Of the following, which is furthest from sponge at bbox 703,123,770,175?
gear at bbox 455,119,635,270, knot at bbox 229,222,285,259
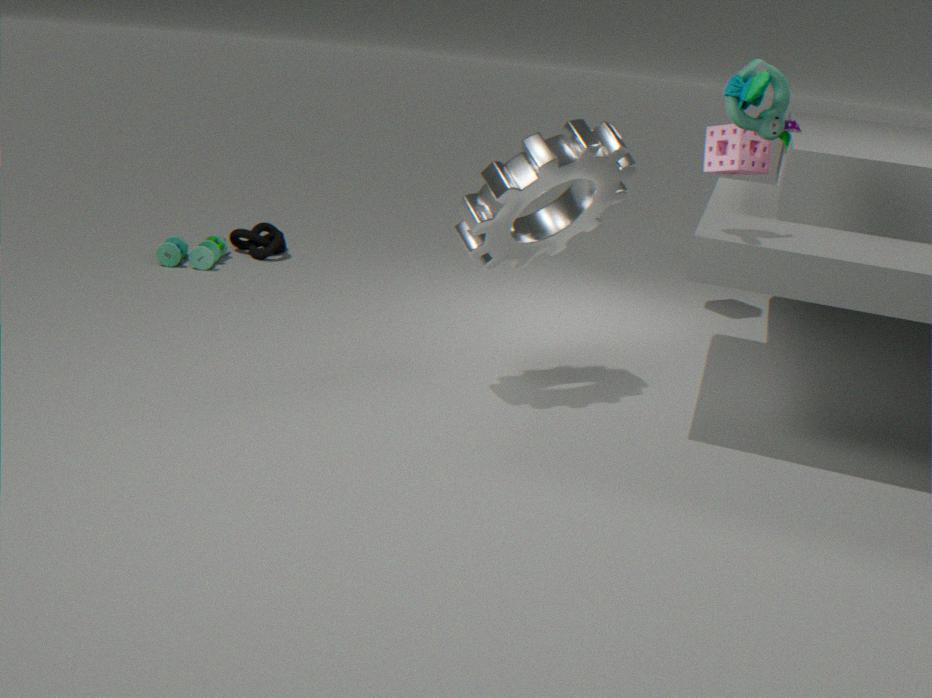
knot at bbox 229,222,285,259
